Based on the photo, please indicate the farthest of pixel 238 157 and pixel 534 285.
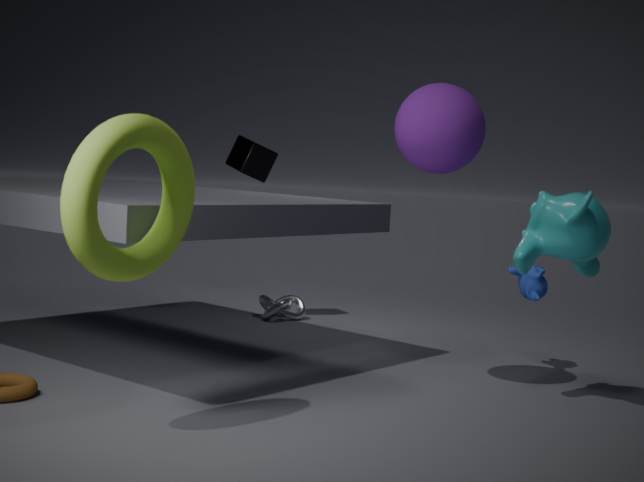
pixel 238 157
